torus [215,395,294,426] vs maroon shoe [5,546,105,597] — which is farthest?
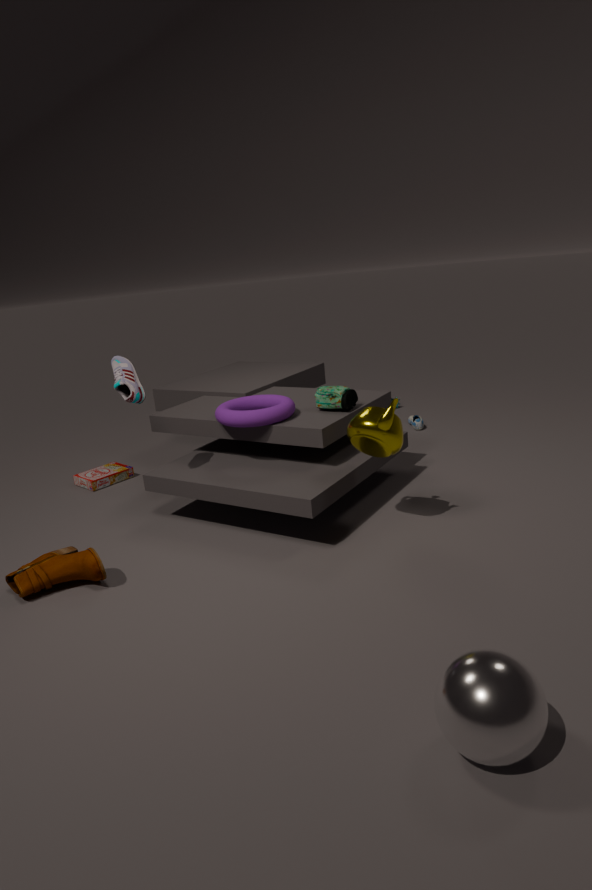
torus [215,395,294,426]
